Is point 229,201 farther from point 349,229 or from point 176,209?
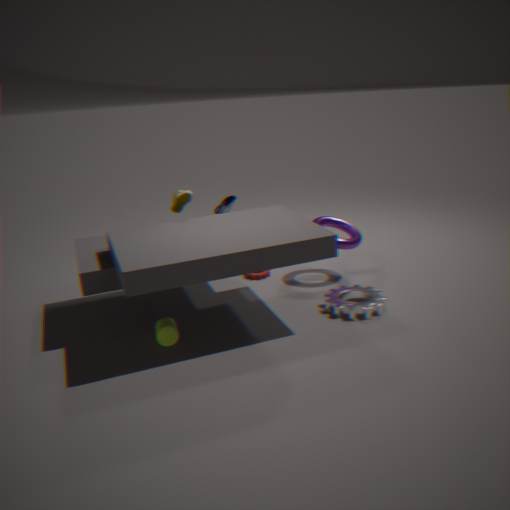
point 349,229
